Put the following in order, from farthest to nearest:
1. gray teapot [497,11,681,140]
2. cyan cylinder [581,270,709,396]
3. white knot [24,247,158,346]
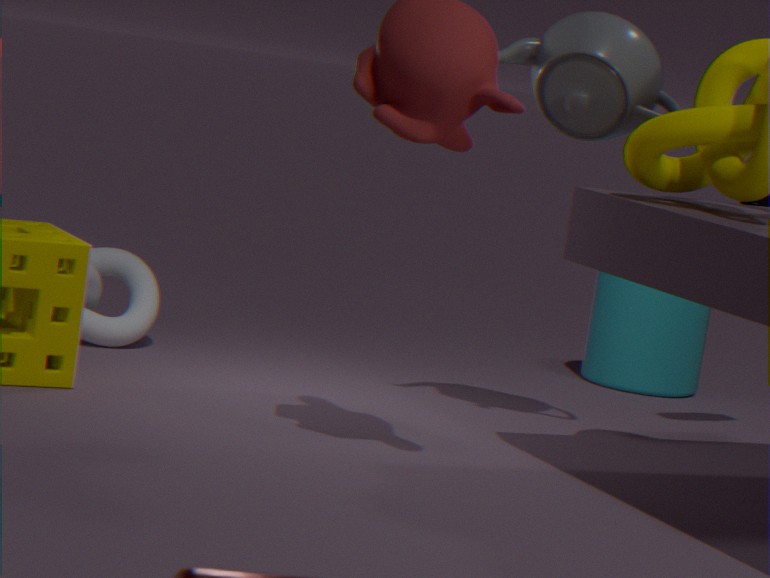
cyan cylinder [581,270,709,396] → white knot [24,247,158,346] → gray teapot [497,11,681,140]
